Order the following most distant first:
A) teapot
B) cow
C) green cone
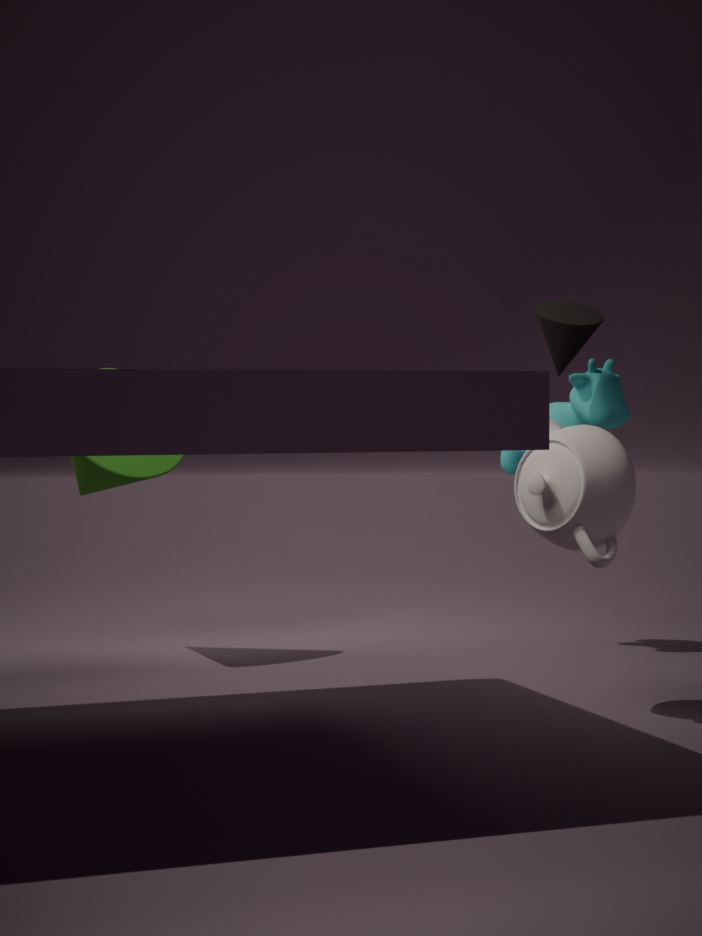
cow
green cone
teapot
